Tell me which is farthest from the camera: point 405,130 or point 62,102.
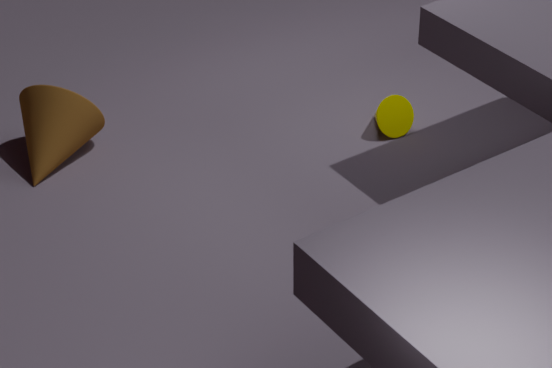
point 405,130
